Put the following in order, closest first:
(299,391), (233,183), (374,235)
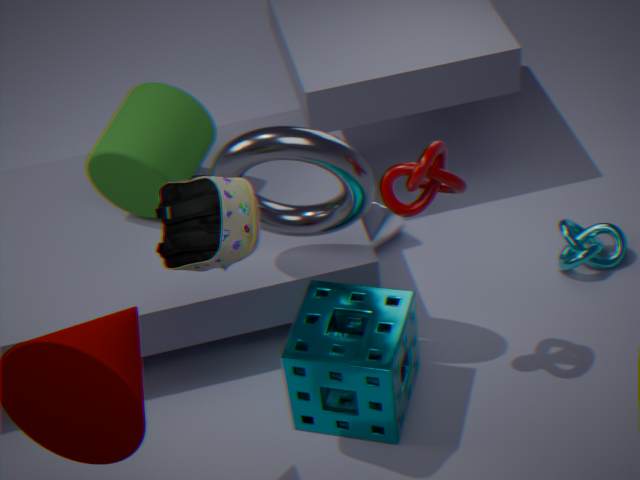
(233,183) < (299,391) < (374,235)
